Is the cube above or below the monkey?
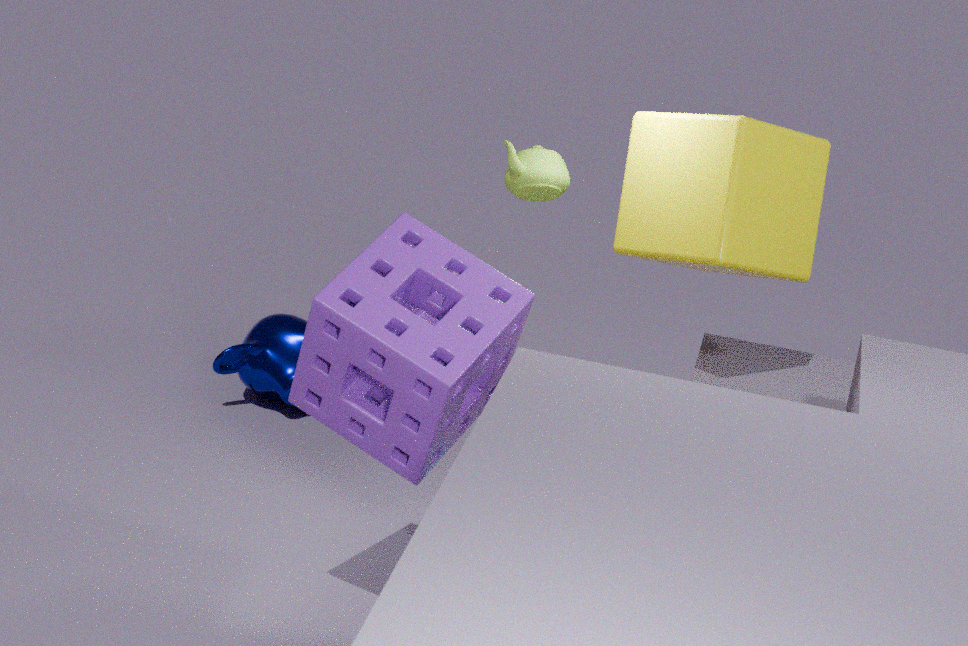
above
